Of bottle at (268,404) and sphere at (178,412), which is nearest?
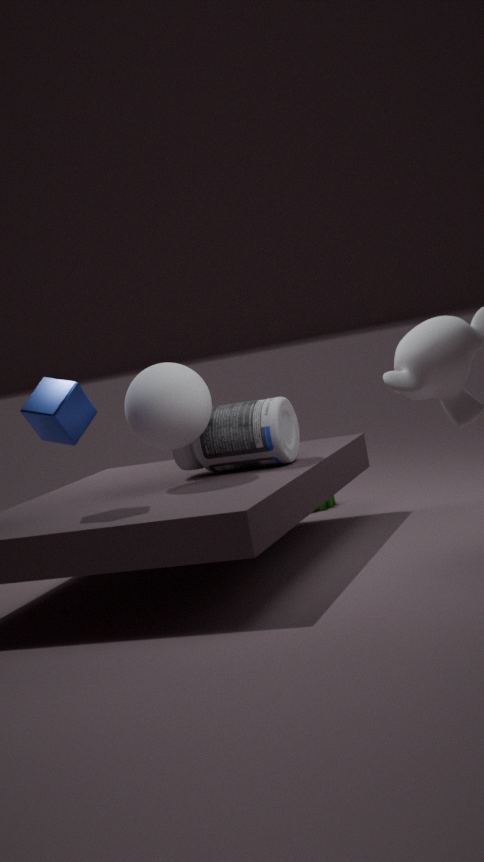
sphere at (178,412)
